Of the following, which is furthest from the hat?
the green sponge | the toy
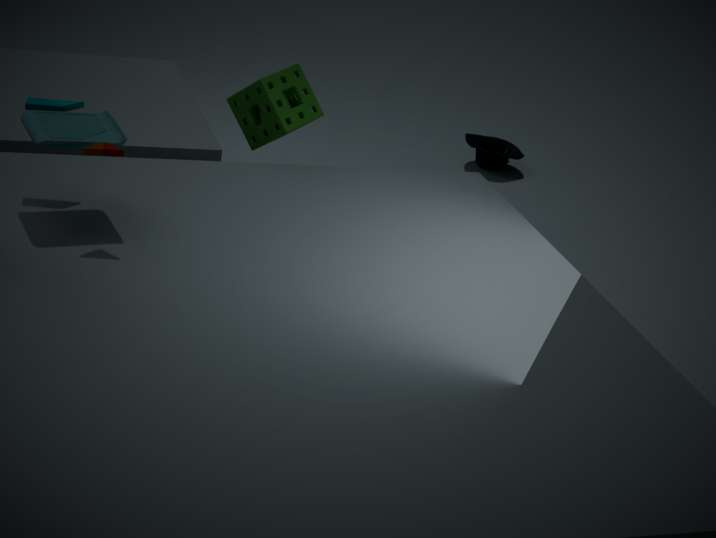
the toy
